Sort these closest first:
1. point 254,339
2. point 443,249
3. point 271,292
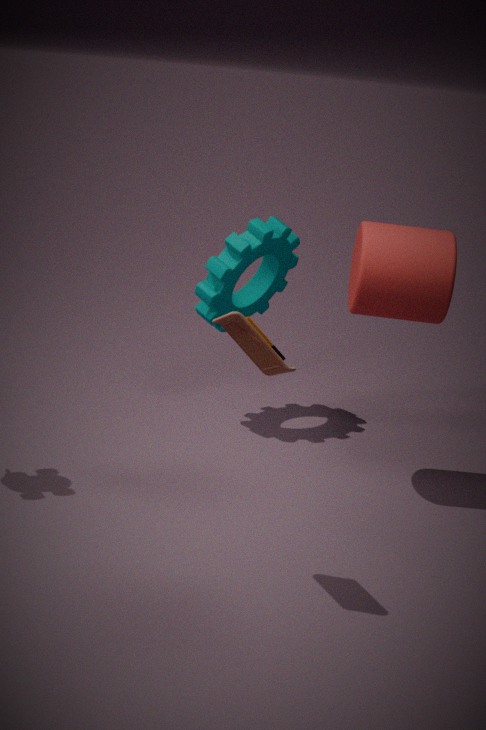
1. point 254,339
2. point 443,249
3. point 271,292
